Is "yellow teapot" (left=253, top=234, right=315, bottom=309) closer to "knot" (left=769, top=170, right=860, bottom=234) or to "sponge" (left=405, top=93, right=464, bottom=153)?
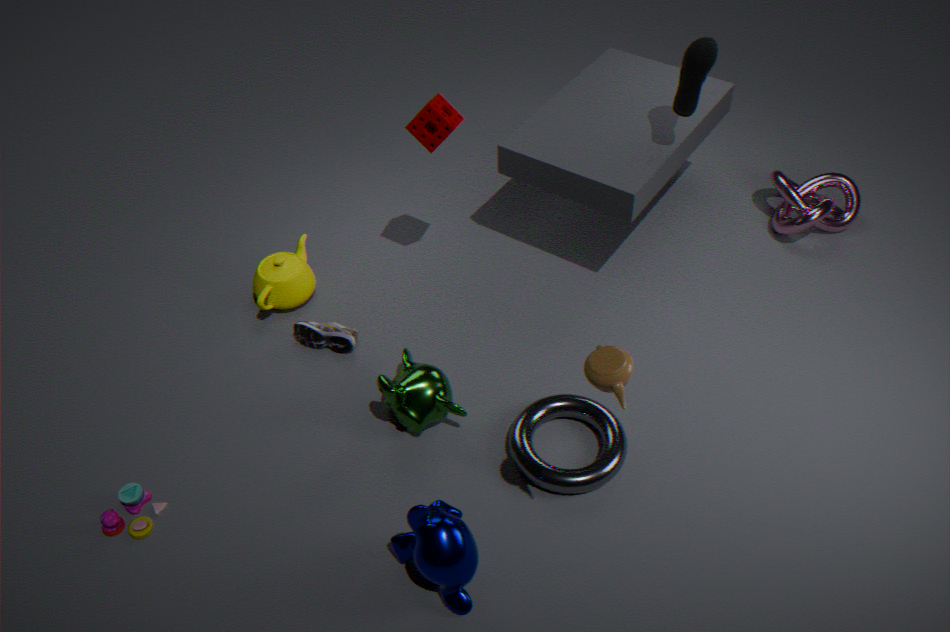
"sponge" (left=405, top=93, right=464, bottom=153)
